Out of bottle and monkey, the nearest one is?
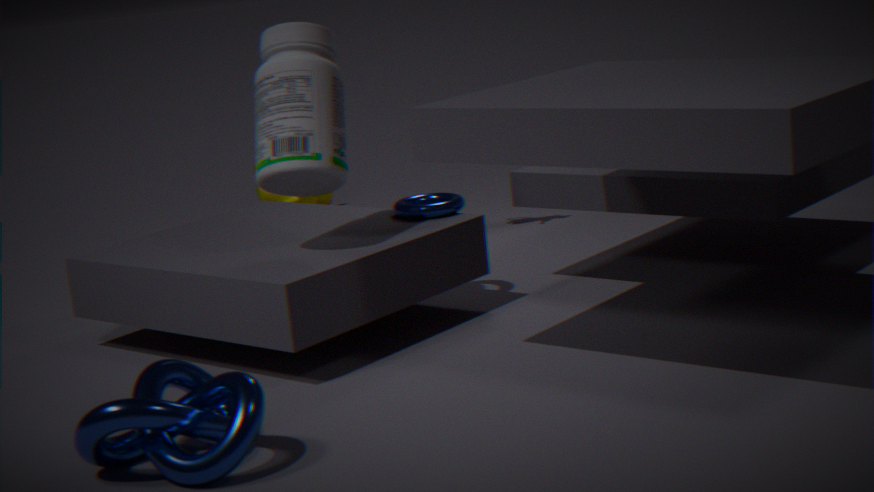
bottle
